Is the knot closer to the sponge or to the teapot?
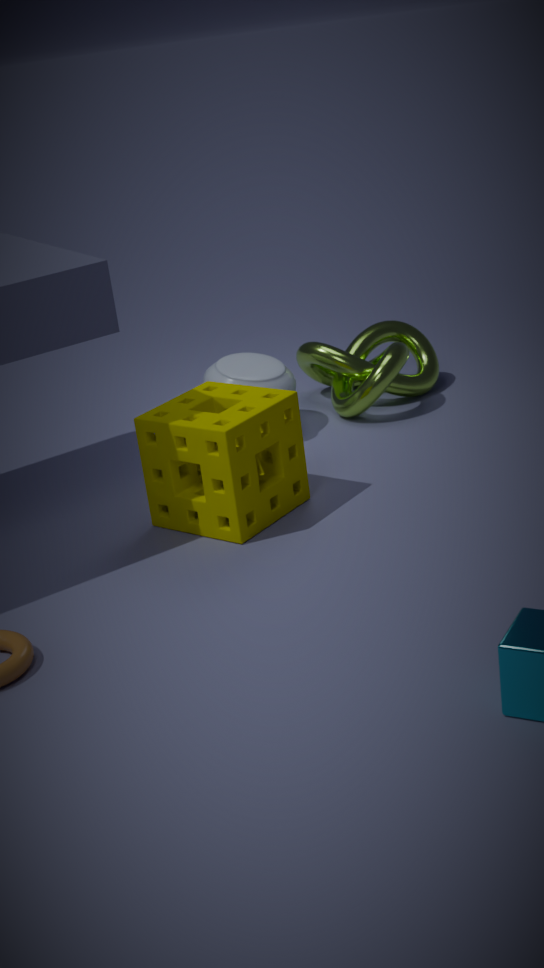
the teapot
